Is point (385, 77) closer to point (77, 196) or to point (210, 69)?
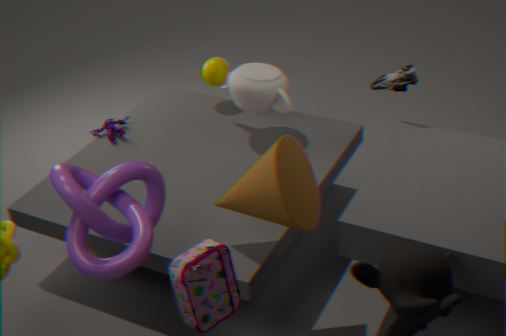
point (210, 69)
